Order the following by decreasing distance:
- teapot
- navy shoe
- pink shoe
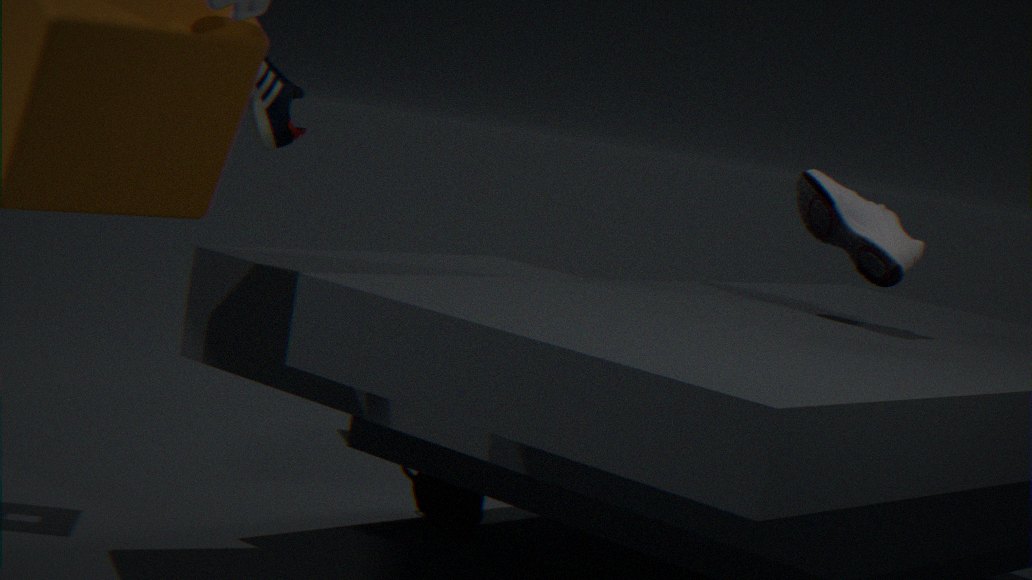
1. pink shoe
2. teapot
3. navy shoe
